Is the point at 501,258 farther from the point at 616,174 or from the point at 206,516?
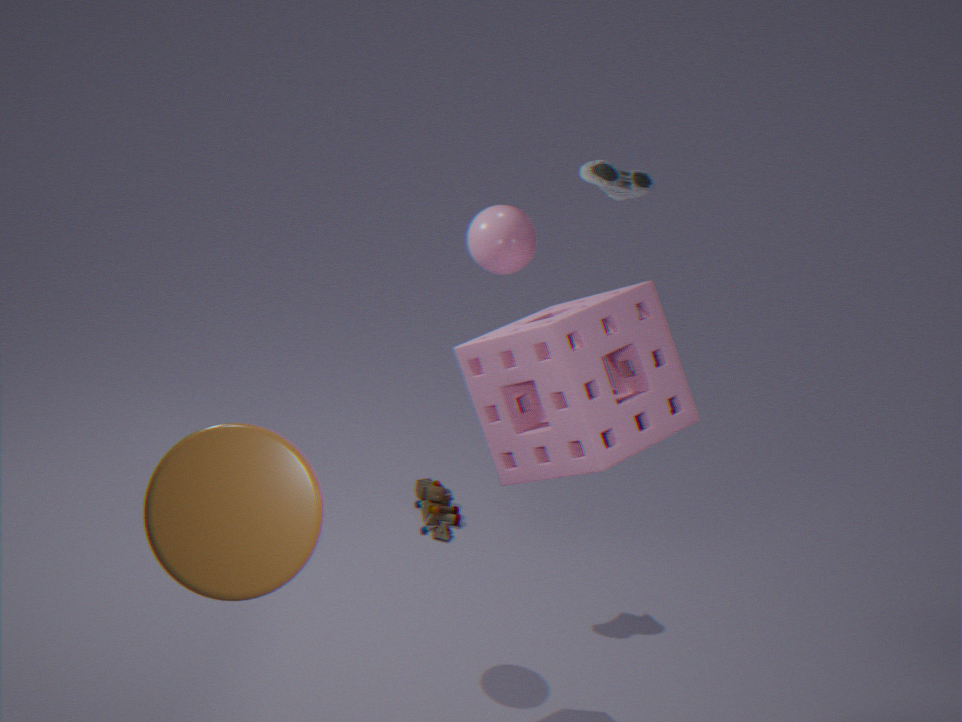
the point at 206,516
